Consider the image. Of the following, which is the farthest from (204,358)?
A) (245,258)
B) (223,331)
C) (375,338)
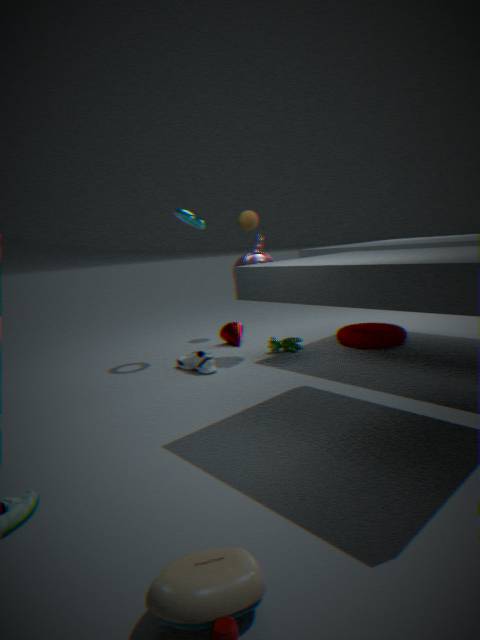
(375,338)
